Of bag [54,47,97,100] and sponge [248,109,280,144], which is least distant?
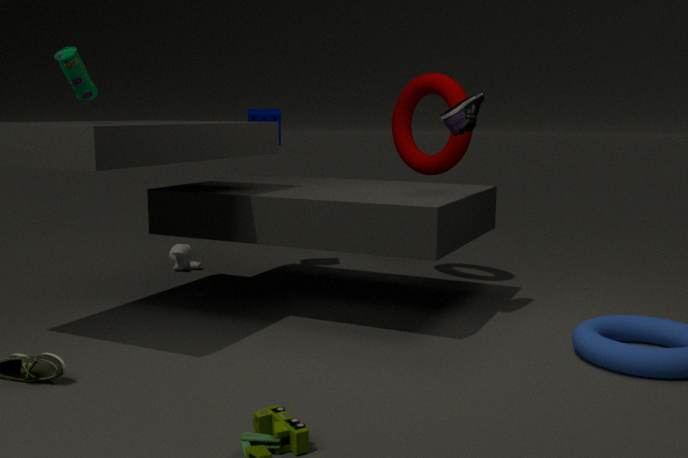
bag [54,47,97,100]
